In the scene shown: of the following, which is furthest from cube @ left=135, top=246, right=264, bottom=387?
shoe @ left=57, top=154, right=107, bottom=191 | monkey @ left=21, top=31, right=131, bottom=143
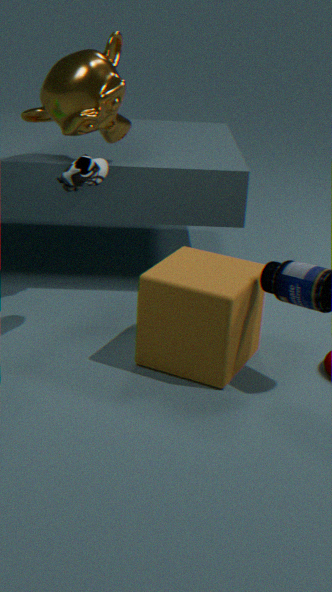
monkey @ left=21, top=31, right=131, bottom=143
